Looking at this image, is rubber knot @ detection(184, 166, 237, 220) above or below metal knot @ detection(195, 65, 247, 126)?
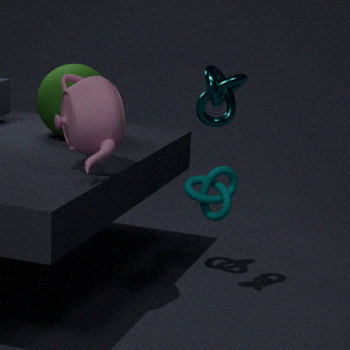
below
